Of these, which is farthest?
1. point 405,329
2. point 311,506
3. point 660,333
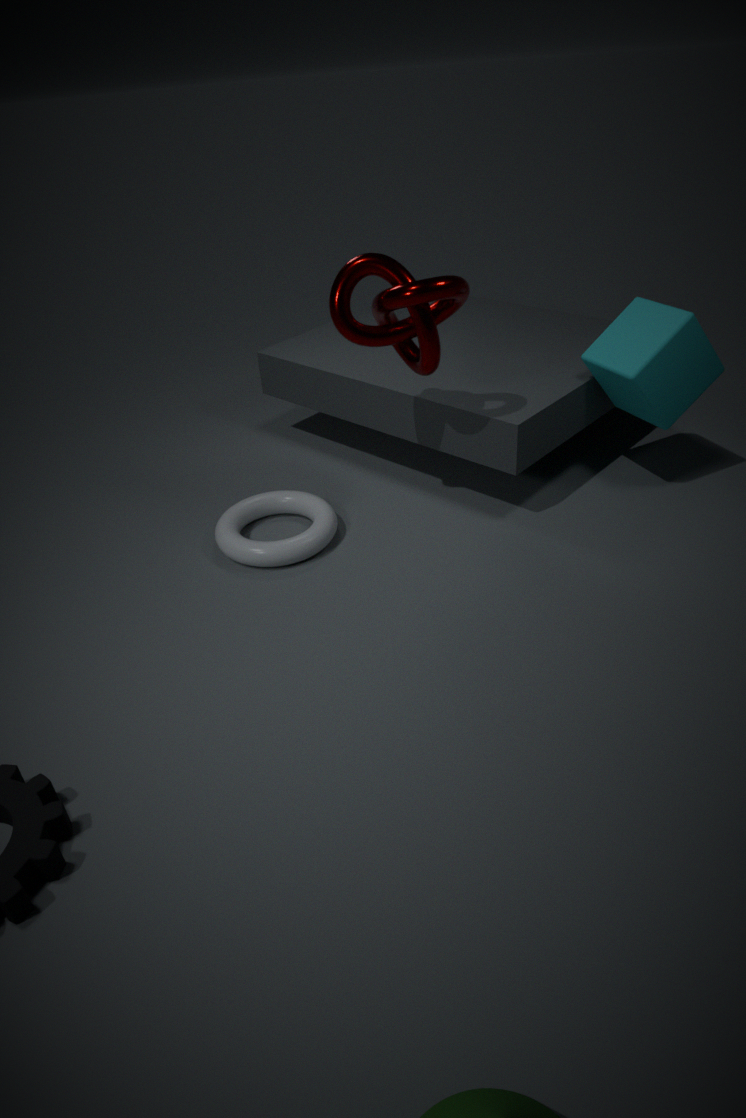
point 311,506
